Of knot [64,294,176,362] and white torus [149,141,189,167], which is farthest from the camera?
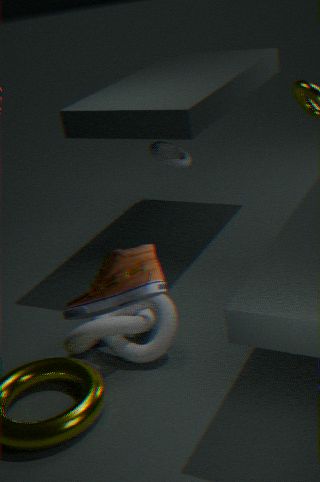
white torus [149,141,189,167]
